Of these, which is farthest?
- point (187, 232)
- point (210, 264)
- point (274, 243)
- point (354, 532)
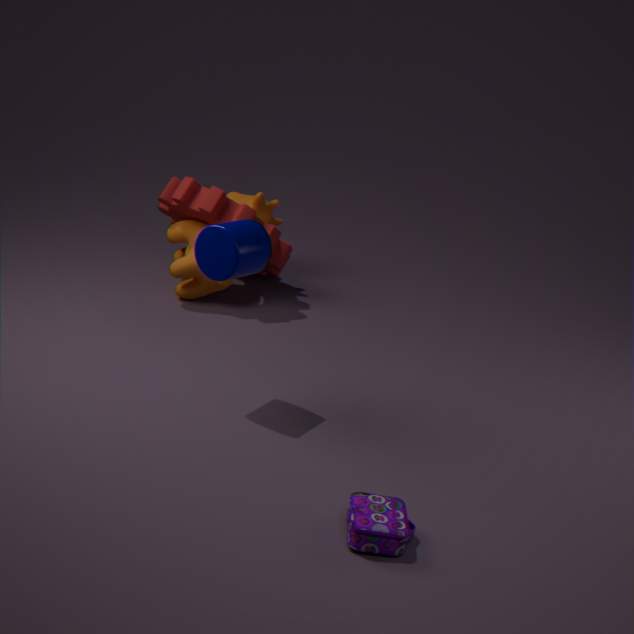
point (187, 232)
